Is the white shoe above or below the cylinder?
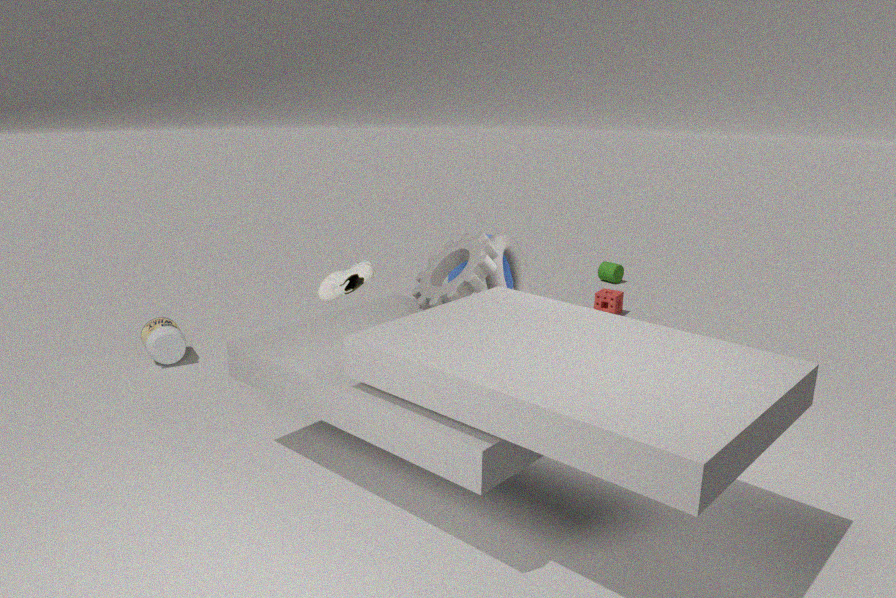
above
